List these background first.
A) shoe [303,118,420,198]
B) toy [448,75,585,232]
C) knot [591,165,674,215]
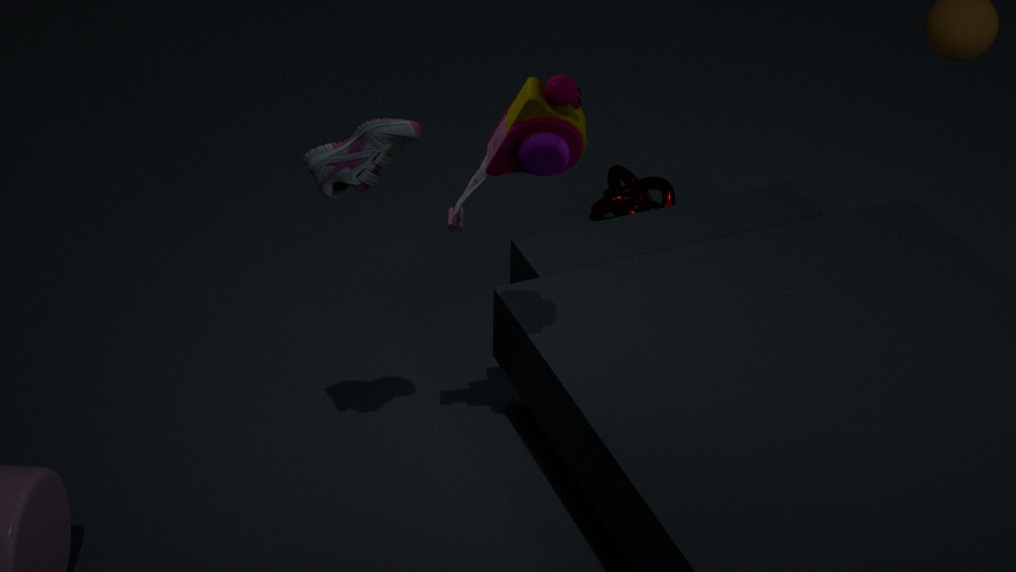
knot [591,165,674,215], shoe [303,118,420,198], toy [448,75,585,232]
